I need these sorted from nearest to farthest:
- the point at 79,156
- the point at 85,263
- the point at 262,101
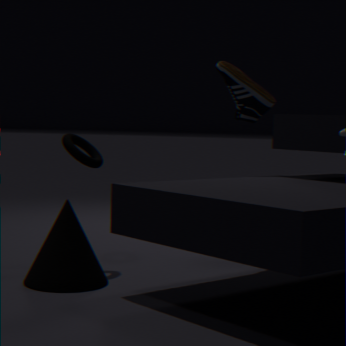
the point at 85,263, the point at 79,156, the point at 262,101
